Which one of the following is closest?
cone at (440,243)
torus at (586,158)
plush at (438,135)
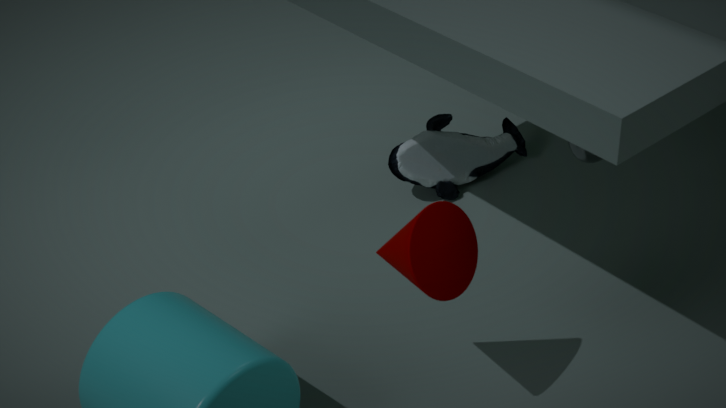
cone at (440,243)
